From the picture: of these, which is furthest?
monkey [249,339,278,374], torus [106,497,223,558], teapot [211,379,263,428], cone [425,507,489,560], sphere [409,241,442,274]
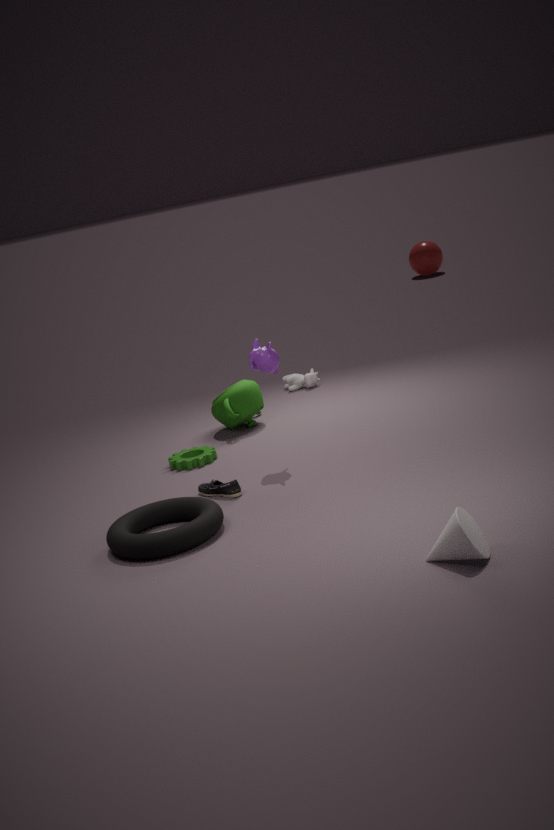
sphere [409,241,442,274]
